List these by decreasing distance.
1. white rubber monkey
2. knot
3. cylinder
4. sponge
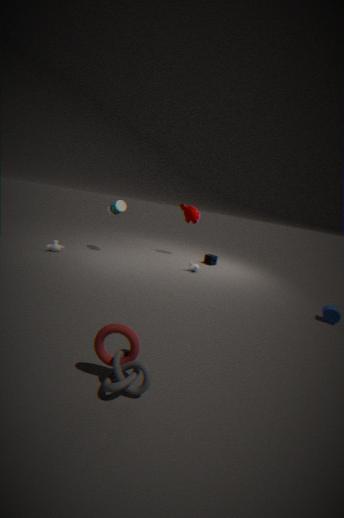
1. sponge
2. white rubber monkey
3. cylinder
4. knot
